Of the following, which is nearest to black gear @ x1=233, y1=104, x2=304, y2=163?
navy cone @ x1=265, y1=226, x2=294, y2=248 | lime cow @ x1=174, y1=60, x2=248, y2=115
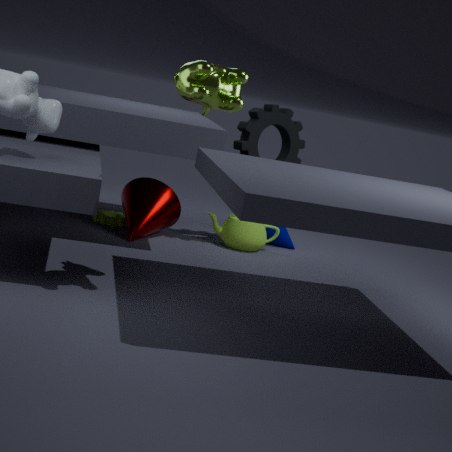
navy cone @ x1=265, y1=226, x2=294, y2=248
